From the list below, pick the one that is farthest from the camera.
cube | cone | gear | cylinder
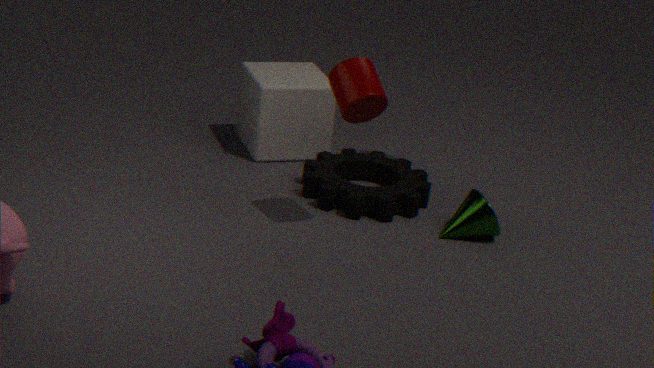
cube
